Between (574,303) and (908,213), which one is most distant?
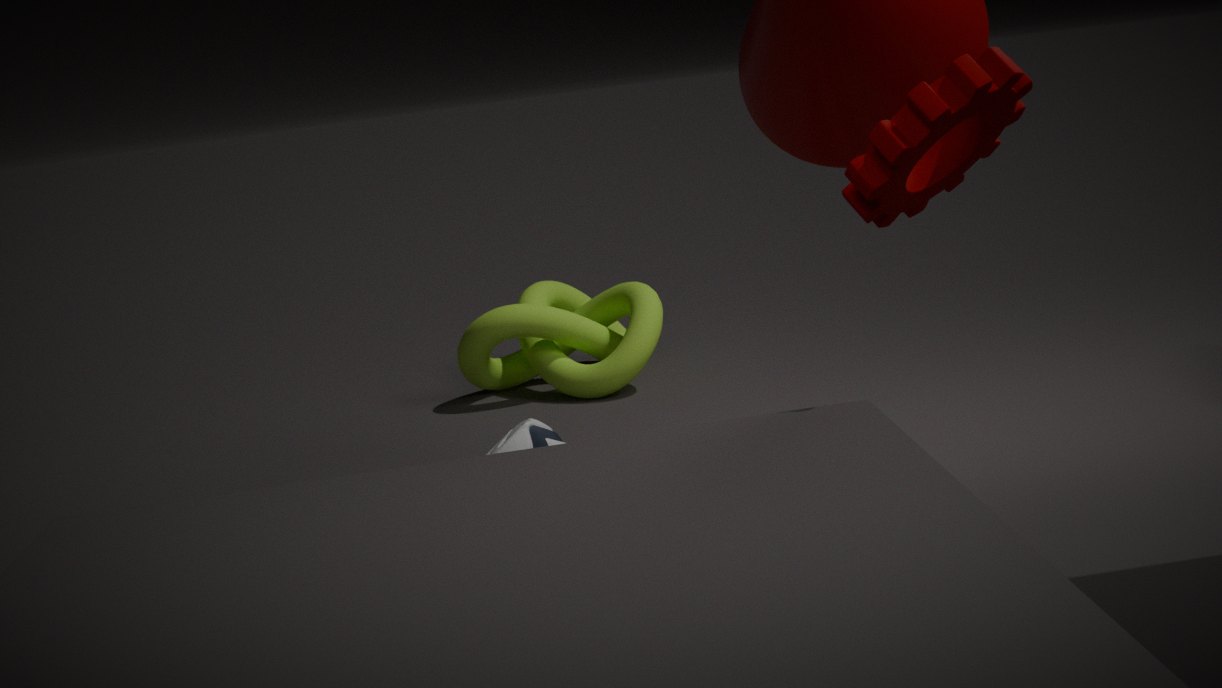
(574,303)
